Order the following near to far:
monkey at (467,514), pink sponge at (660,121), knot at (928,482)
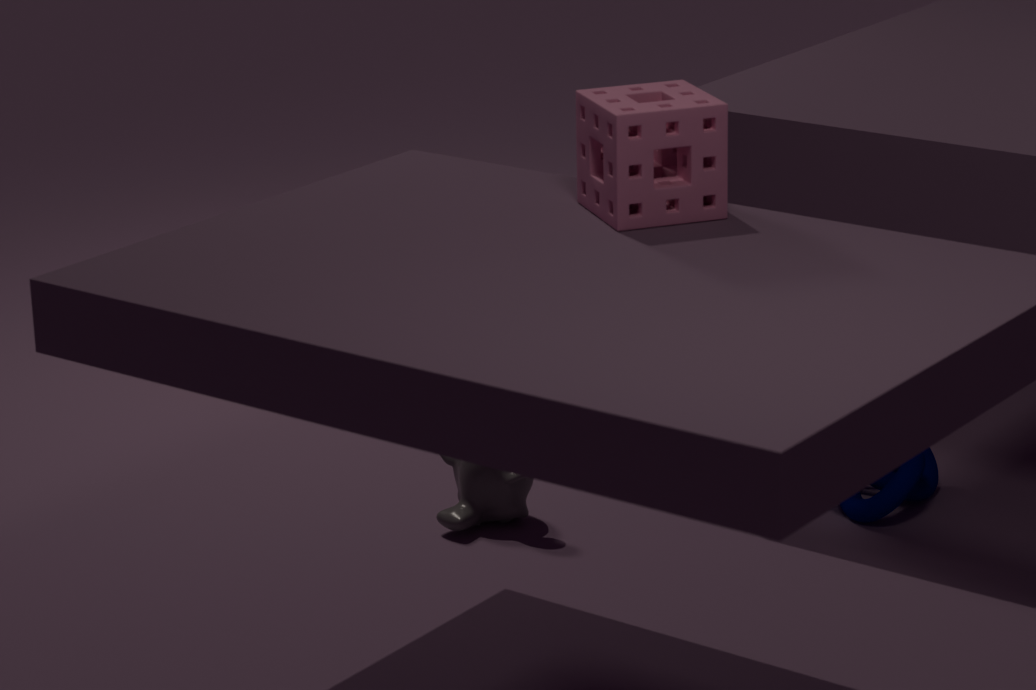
pink sponge at (660,121) → knot at (928,482) → monkey at (467,514)
